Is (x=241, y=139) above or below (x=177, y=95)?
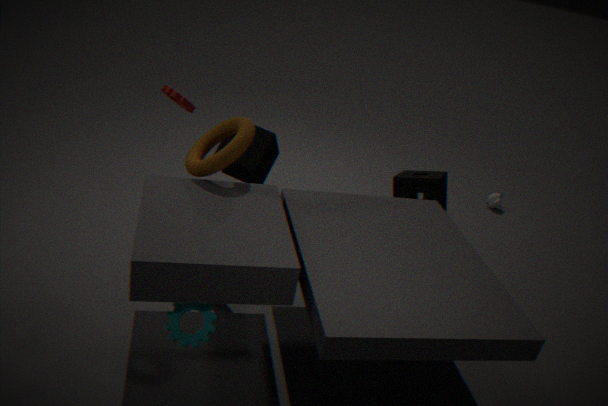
below
